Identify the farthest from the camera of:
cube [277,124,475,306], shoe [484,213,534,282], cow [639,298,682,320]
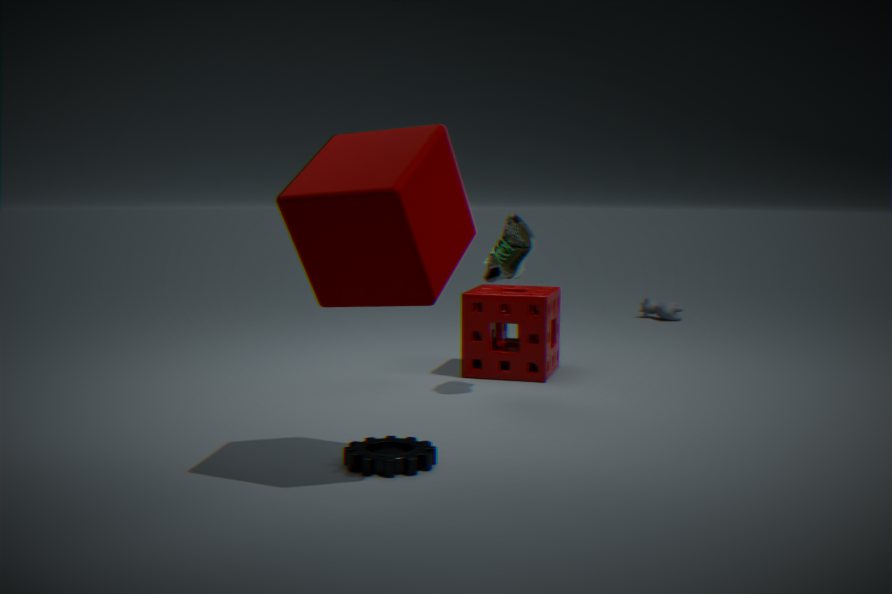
cow [639,298,682,320]
